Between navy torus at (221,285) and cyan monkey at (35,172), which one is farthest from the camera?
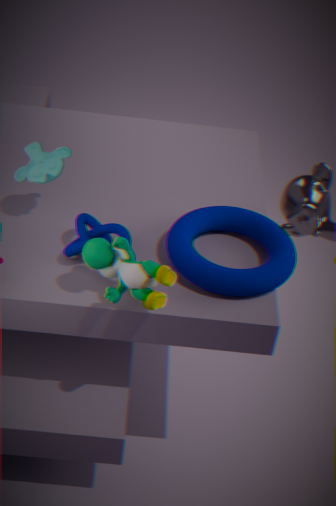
cyan monkey at (35,172)
